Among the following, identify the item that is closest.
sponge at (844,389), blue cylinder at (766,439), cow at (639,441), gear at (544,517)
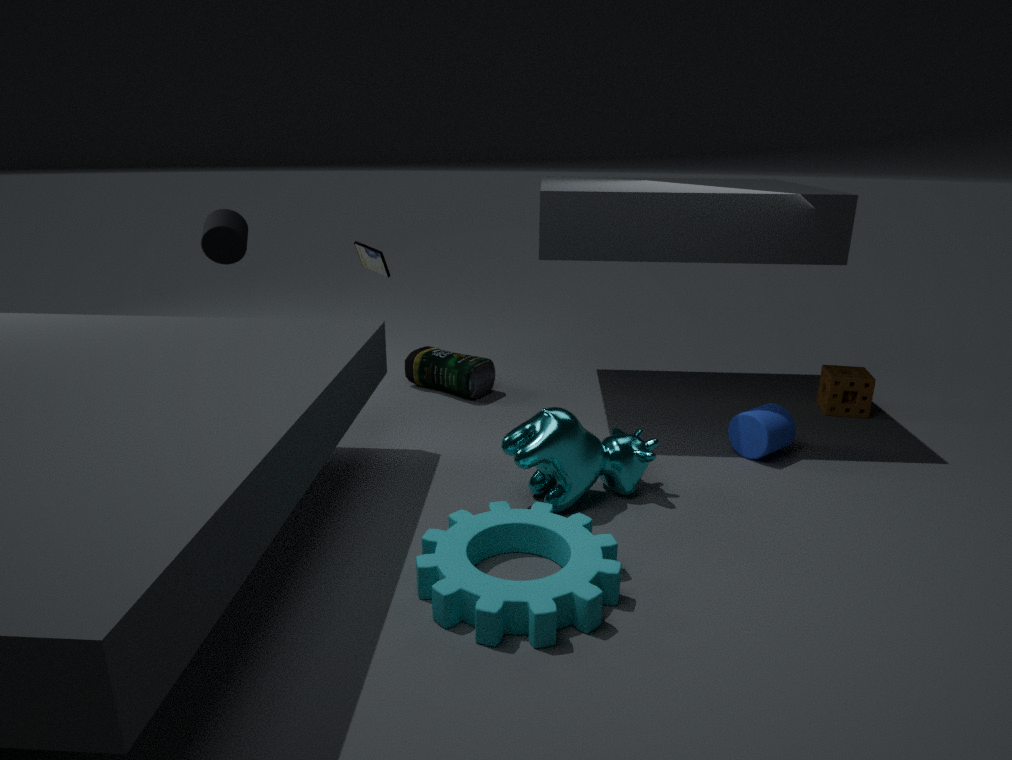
gear at (544,517)
